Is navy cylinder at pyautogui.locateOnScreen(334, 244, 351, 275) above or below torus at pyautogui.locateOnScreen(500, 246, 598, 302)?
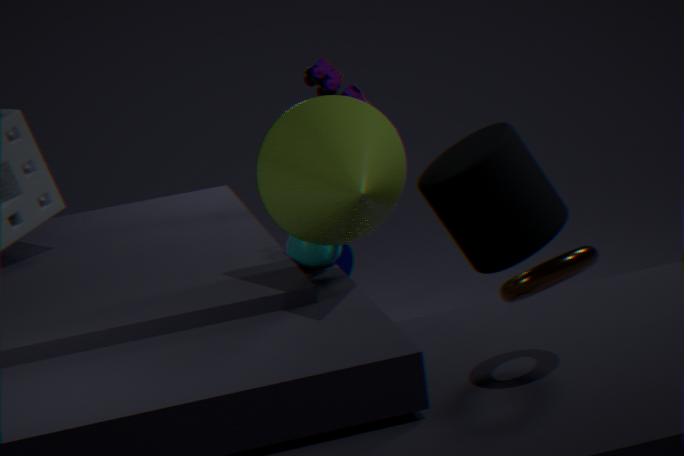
below
